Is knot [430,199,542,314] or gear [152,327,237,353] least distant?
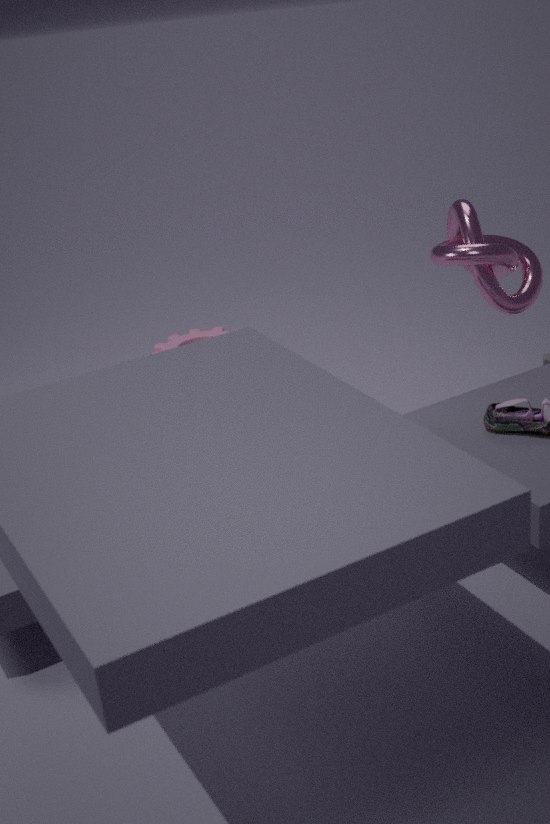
knot [430,199,542,314]
